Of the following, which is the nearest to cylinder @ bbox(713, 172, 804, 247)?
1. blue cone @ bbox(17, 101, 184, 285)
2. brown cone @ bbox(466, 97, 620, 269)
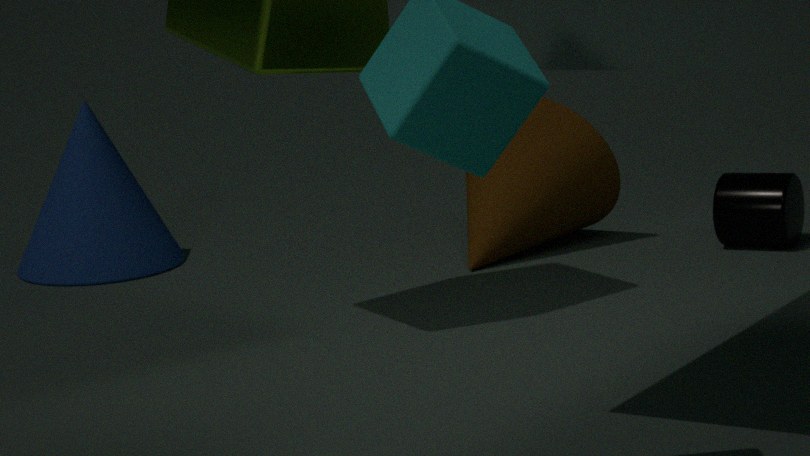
brown cone @ bbox(466, 97, 620, 269)
